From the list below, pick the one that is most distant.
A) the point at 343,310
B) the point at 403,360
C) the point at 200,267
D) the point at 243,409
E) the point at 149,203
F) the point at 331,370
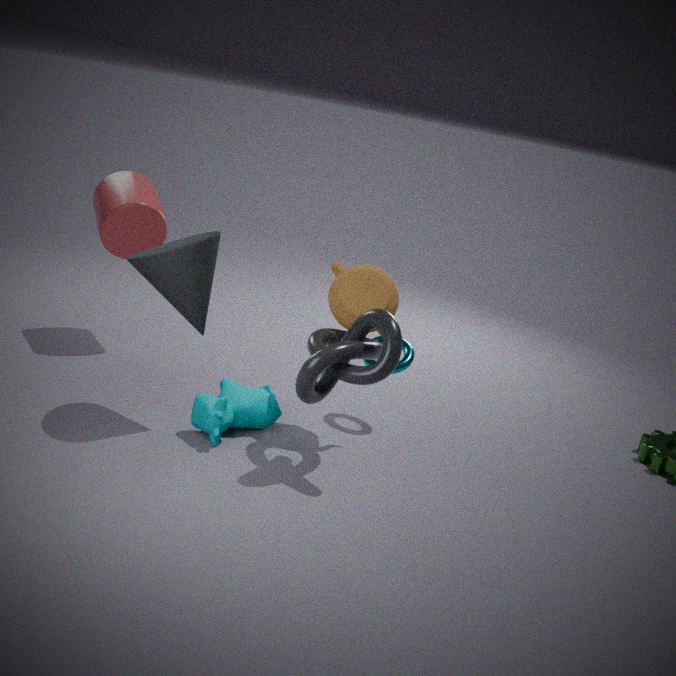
→ the point at 149,203
